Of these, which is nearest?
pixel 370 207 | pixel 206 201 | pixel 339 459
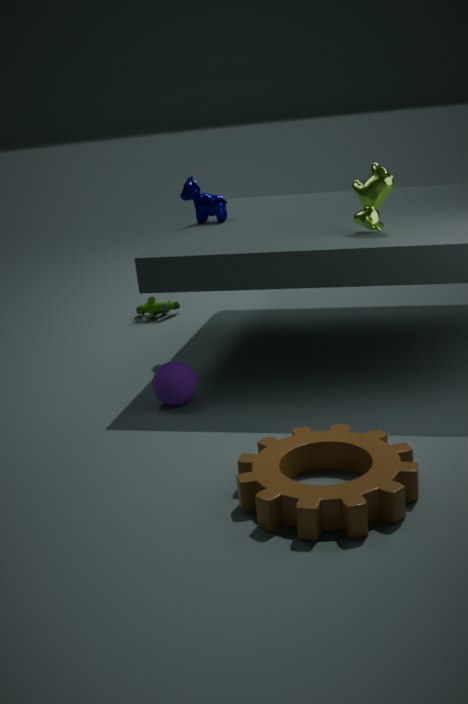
pixel 339 459
